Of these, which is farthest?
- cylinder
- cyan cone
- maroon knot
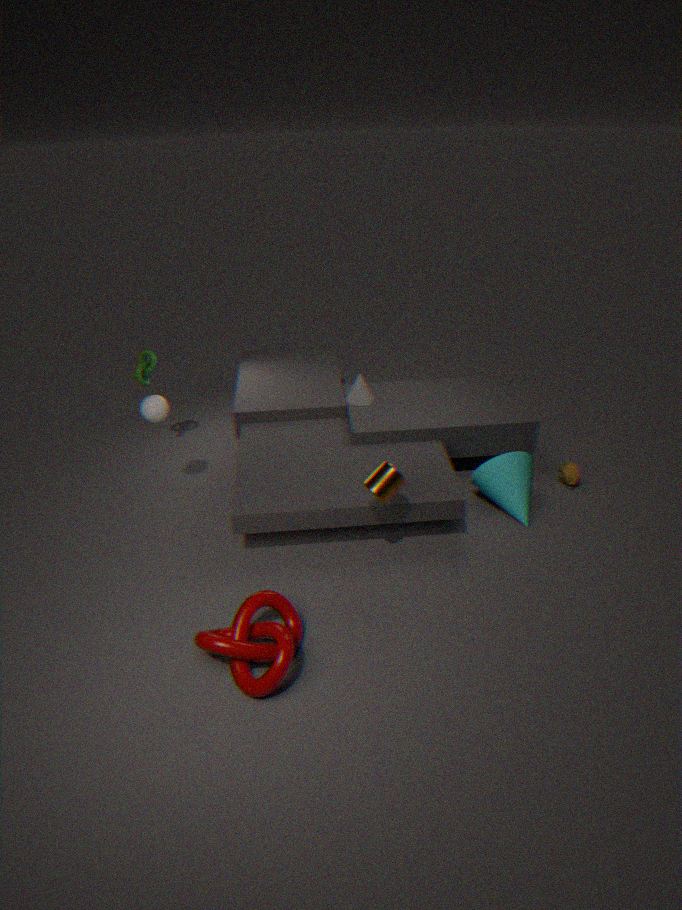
cyan cone
